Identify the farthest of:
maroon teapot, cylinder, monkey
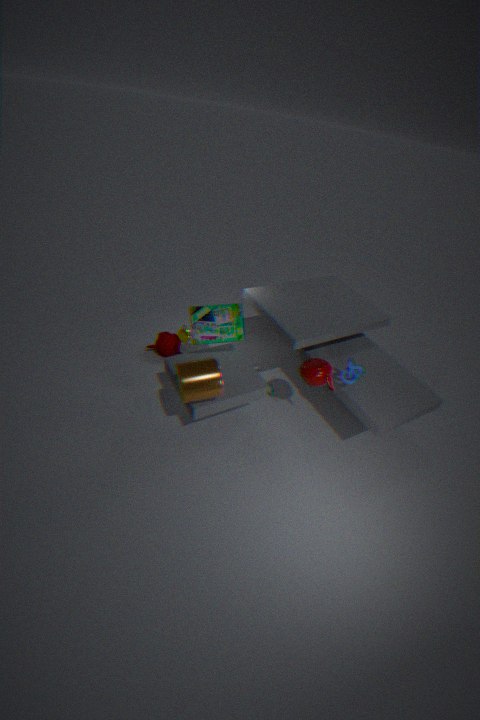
monkey
